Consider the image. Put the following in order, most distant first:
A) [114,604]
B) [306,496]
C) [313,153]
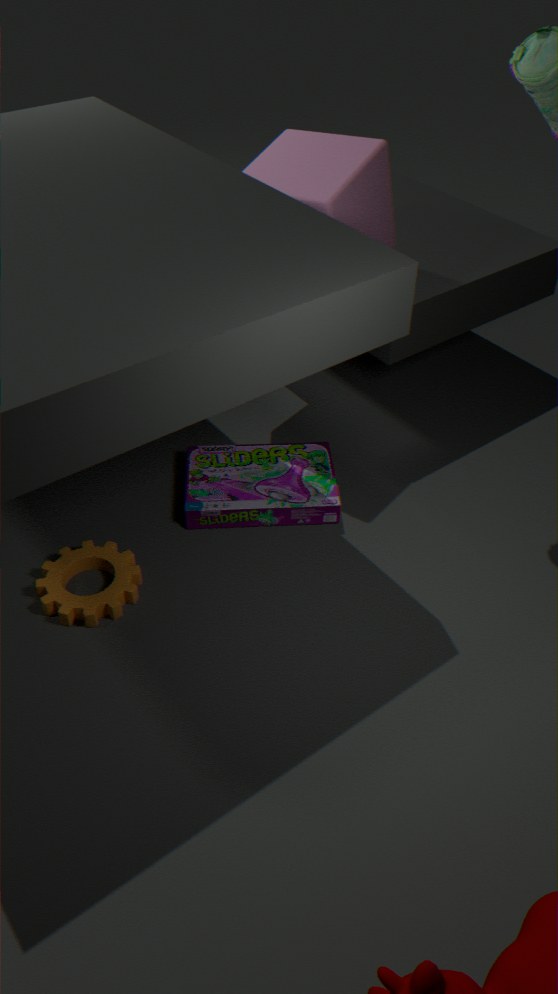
[313,153] → [306,496] → [114,604]
